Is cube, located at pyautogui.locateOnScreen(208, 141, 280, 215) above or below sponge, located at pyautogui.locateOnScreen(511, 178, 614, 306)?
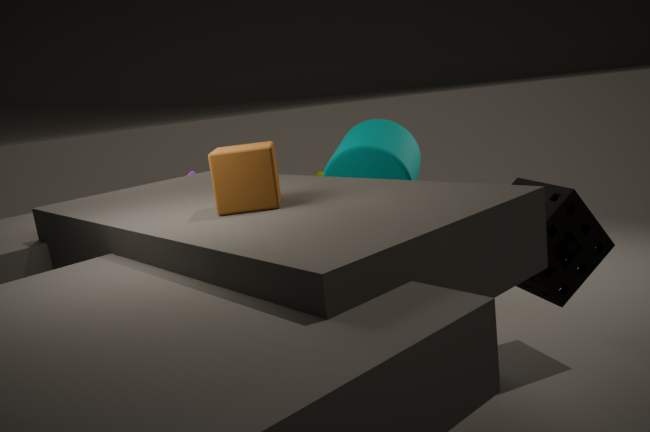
above
